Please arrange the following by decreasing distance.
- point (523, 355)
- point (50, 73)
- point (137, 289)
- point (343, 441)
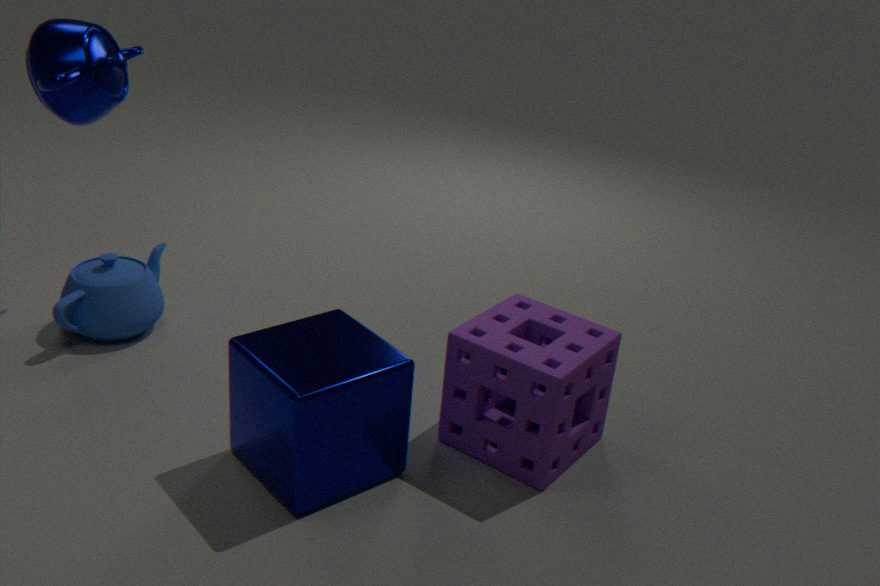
point (137, 289), point (50, 73), point (523, 355), point (343, 441)
